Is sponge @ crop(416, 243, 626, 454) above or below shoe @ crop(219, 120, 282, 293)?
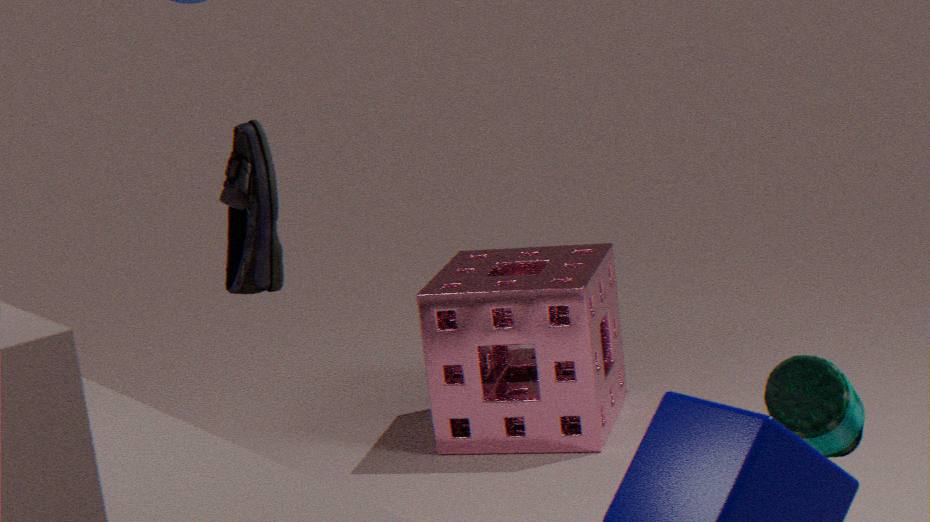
below
